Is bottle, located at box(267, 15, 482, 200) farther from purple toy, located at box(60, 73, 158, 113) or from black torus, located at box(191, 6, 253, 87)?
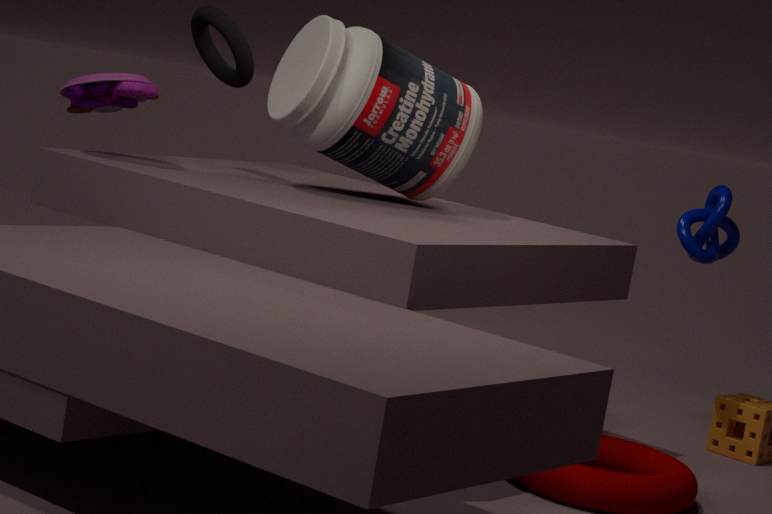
purple toy, located at box(60, 73, 158, 113)
